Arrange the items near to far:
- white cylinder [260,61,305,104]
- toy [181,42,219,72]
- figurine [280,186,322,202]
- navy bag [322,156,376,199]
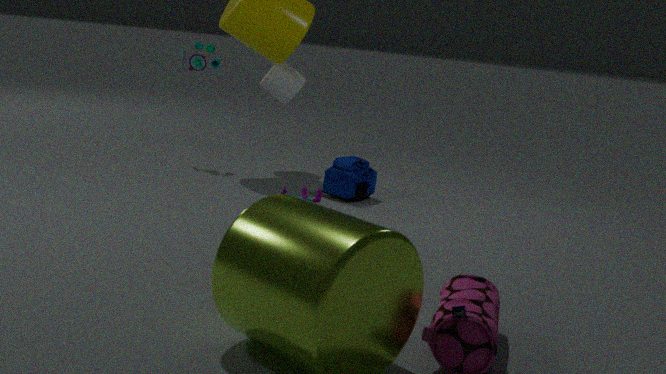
figurine [280,186,322,202]
navy bag [322,156,376,199]
toy [181,42,219,72]
white cylinder [260,61,305,104]
